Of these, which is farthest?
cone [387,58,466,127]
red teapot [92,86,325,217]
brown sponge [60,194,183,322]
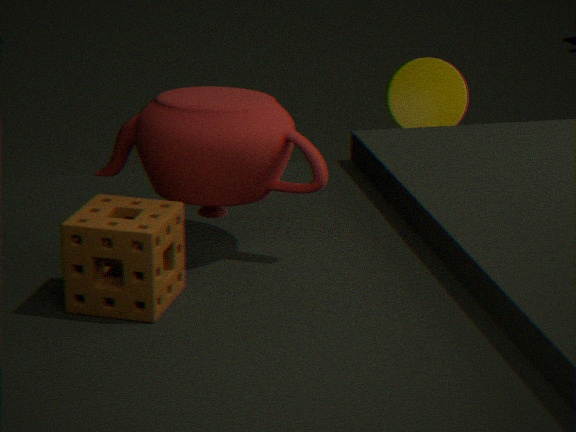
cone [387,58,466,127]
